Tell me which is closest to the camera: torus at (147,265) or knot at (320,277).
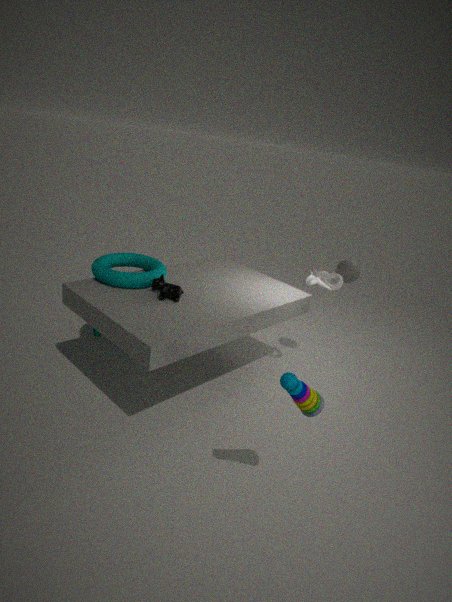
torus at (147,265)
